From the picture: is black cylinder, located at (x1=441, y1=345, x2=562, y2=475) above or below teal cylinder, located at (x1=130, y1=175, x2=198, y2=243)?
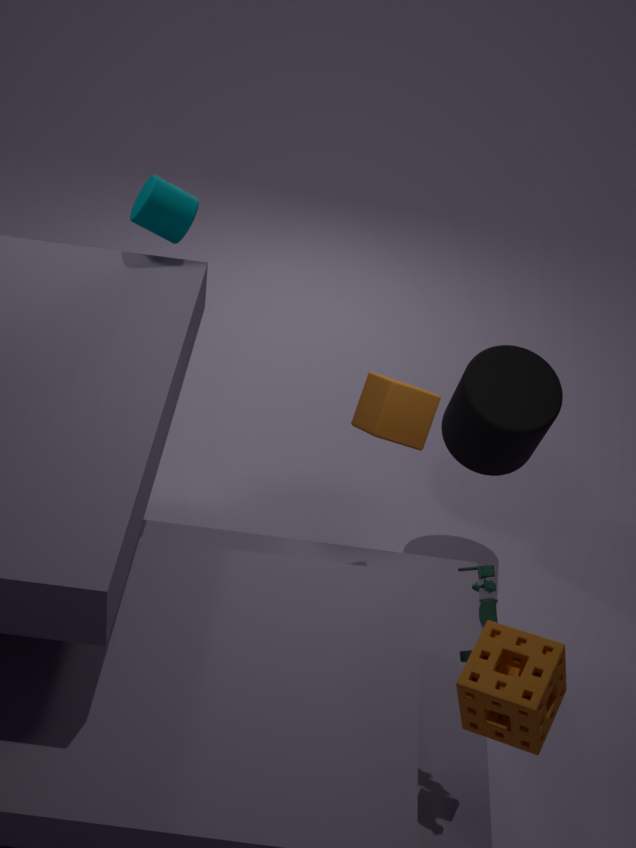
below
